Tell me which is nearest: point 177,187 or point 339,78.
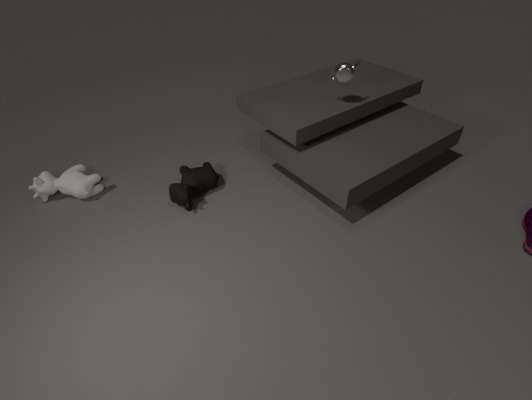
point 177,187
